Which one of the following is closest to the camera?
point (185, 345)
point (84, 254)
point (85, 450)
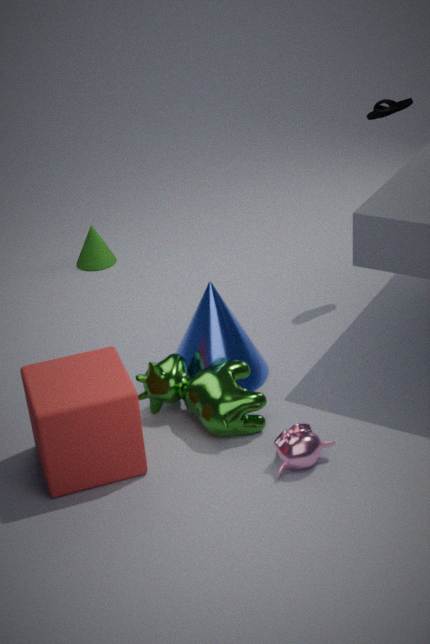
point (85, 450)
